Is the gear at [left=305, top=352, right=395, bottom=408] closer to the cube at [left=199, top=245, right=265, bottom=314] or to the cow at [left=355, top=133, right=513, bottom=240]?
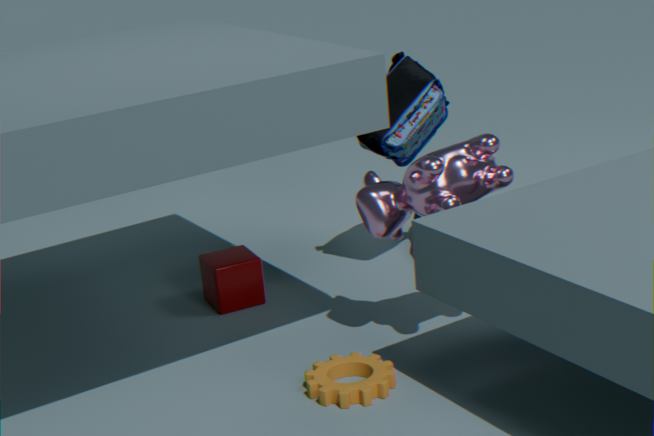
the cow at [left=355, top=133, right=513, bottom=240]
